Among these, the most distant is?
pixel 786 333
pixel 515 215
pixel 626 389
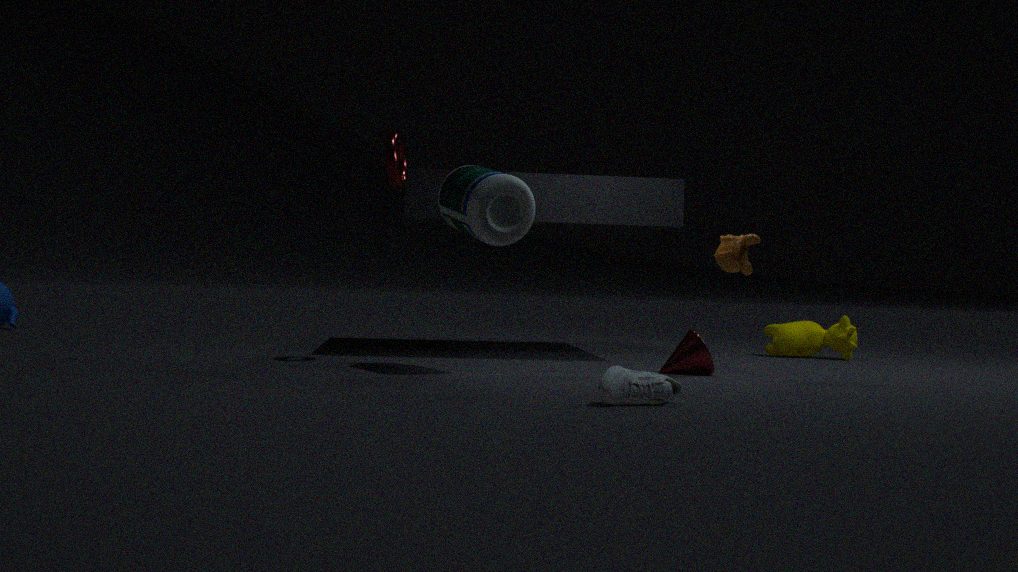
pixel 786 333
